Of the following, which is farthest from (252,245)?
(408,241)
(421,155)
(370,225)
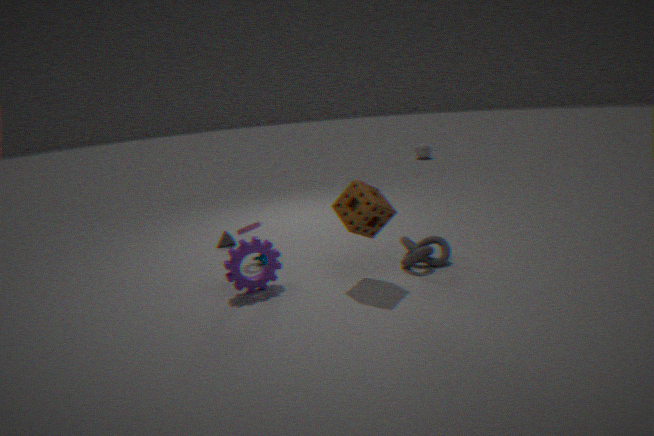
(421,155)
